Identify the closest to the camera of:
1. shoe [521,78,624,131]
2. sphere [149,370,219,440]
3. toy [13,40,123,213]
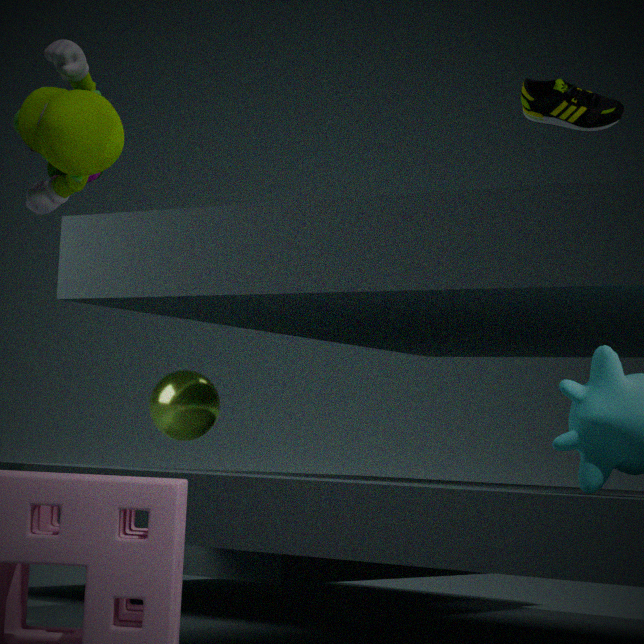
toy [13,40,123,213]
